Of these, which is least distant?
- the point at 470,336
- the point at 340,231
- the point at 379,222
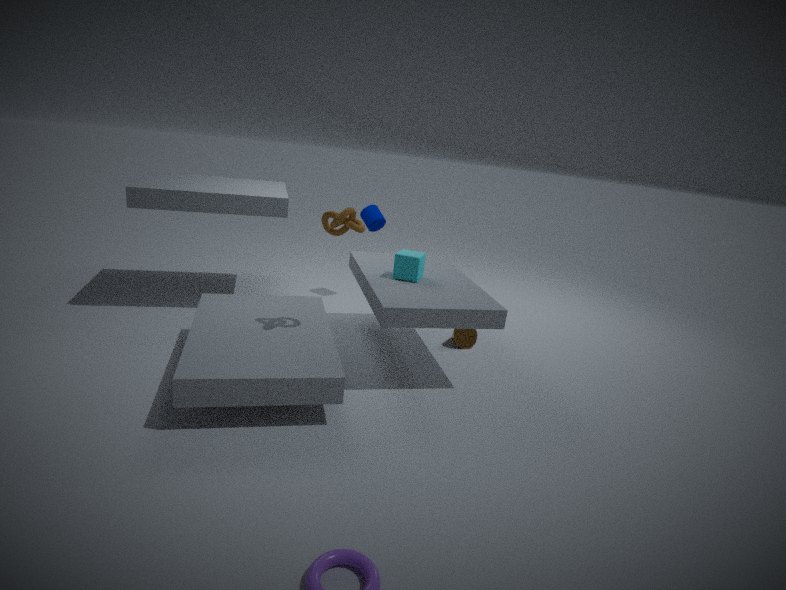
the point at 340,231
